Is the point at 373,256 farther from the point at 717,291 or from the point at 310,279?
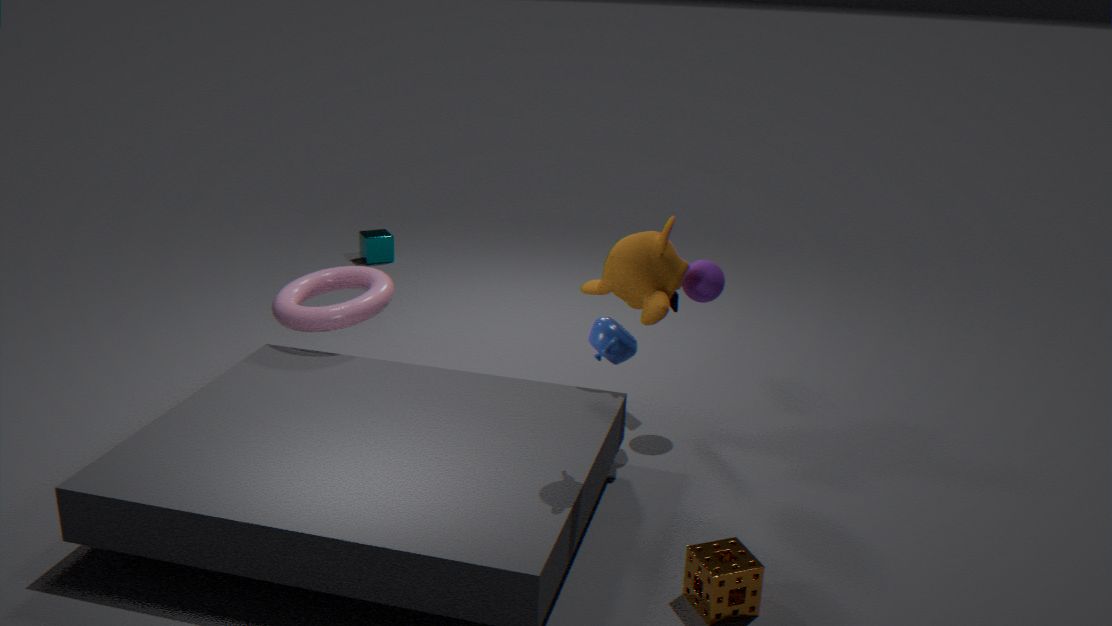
the point at 717,291
